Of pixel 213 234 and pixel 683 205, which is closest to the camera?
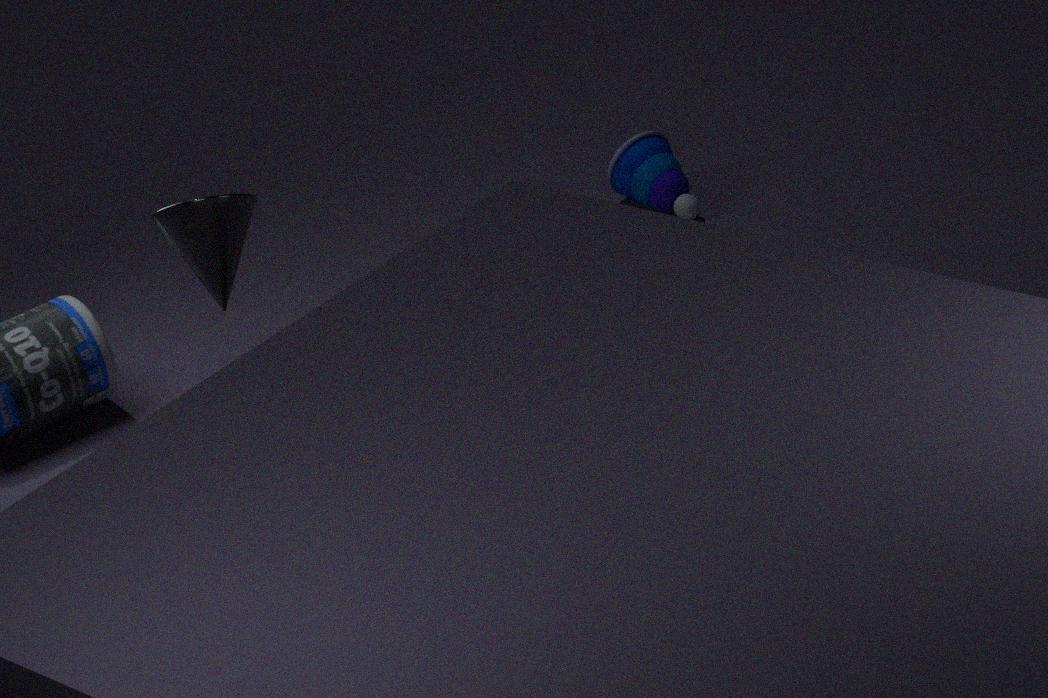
pixel 213 234
